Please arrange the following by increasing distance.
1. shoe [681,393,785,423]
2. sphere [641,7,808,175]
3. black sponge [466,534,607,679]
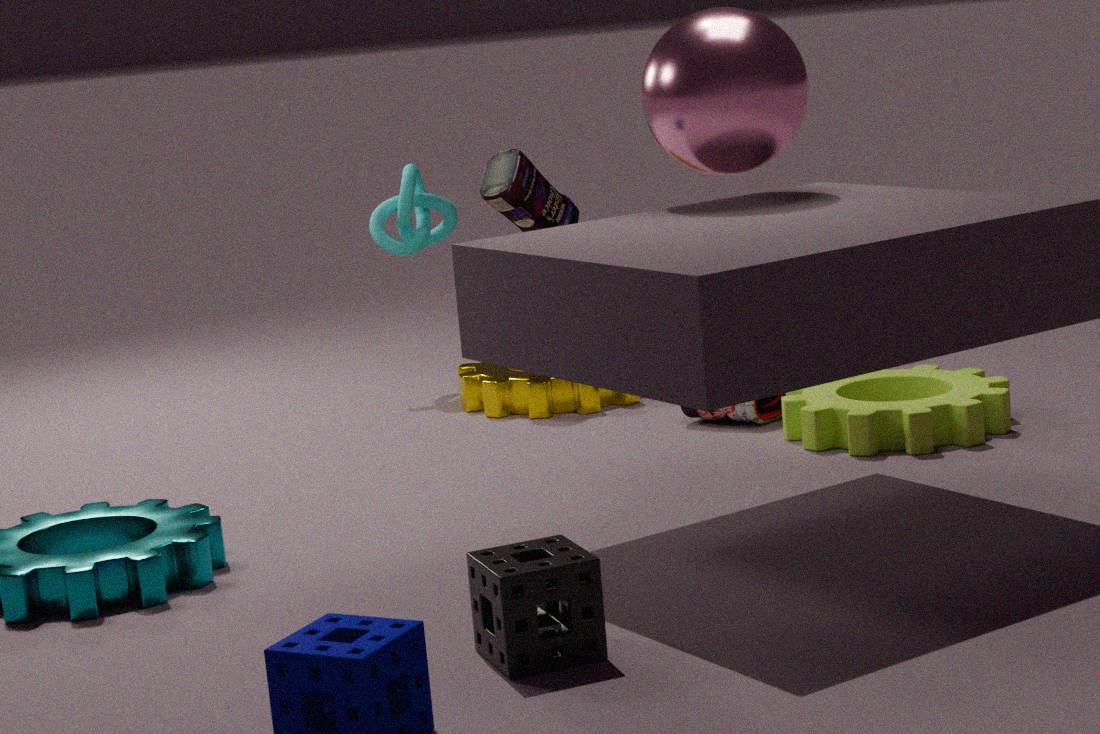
1. black sponge [466,534,607,679]
2. sphere [641,7,808,175]
3. shoe [681,393,785,423]
